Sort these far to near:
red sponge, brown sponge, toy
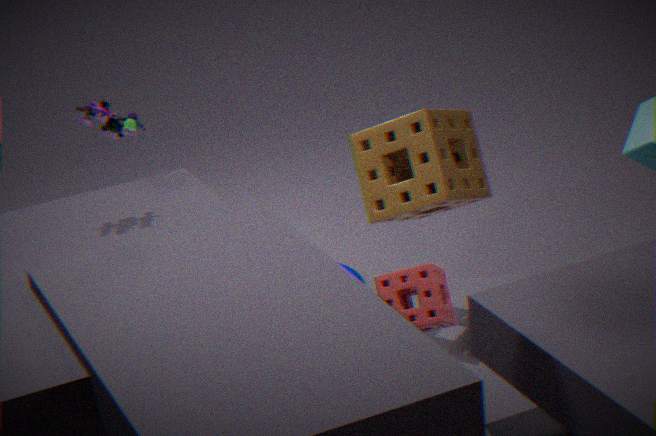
1. brown sponge
2. toy
3. red sponge
